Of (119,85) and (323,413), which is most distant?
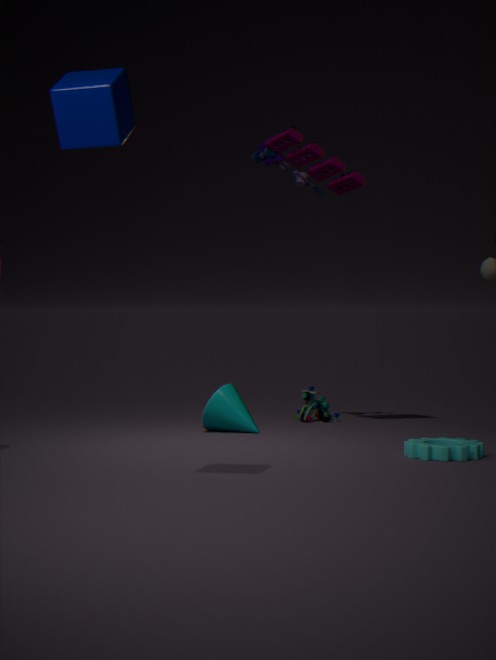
(323,413)
